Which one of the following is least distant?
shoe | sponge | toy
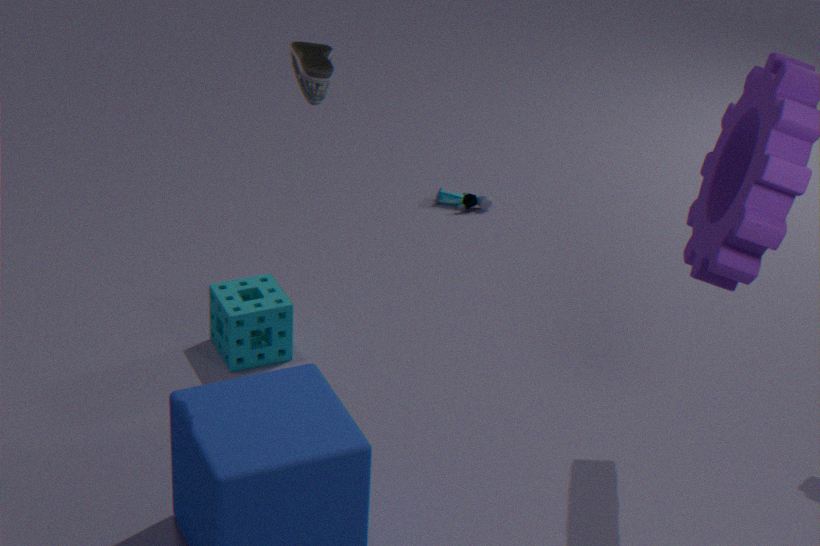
shoe
